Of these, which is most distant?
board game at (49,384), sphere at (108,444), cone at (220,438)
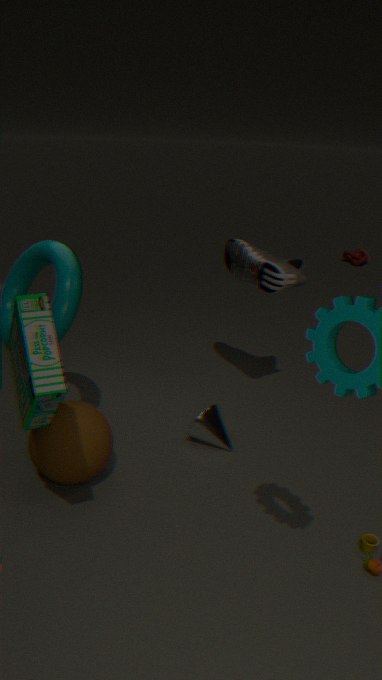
cone at (220,438)
